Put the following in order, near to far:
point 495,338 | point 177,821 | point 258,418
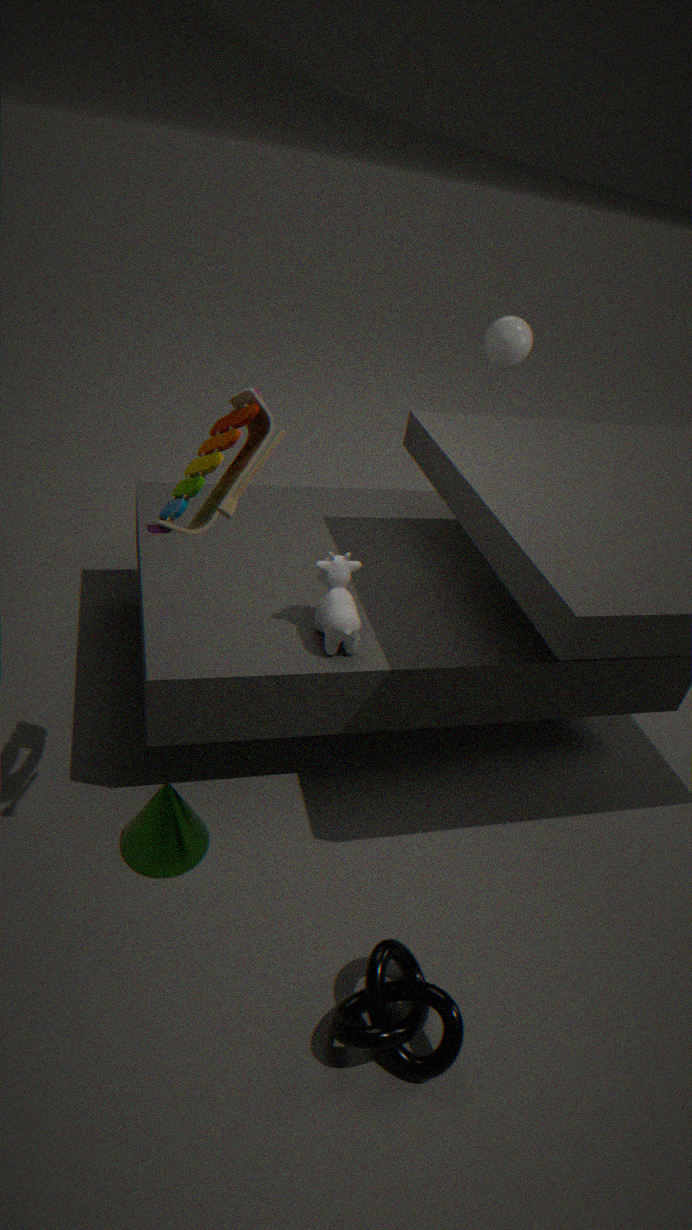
point 258,418
point 177,821
point 495,338
